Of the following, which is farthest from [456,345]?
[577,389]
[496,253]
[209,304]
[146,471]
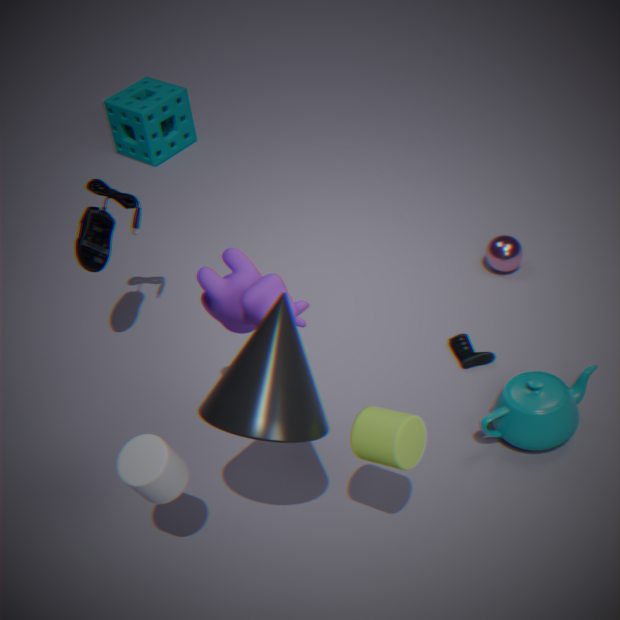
[146,471]
